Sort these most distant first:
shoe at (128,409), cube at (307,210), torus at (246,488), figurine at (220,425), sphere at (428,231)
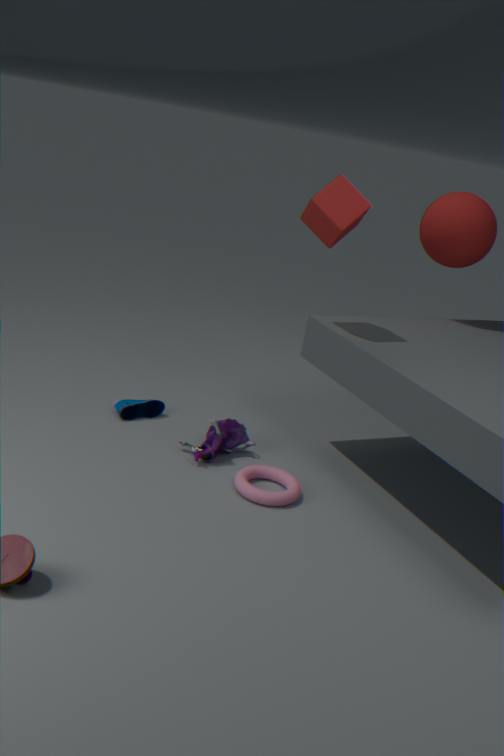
sphere at (428,231), shoe at (128,409), figurine at (220,425), cube at (307,210), torus at (246,488)
